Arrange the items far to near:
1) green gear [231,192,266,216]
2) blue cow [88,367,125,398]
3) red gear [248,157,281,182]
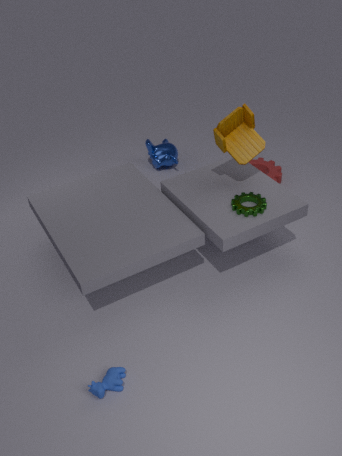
3. red gear [248,157,281,182], 1. green gear [231,192,266,216], 2. blue cow [88,367,125,398]
